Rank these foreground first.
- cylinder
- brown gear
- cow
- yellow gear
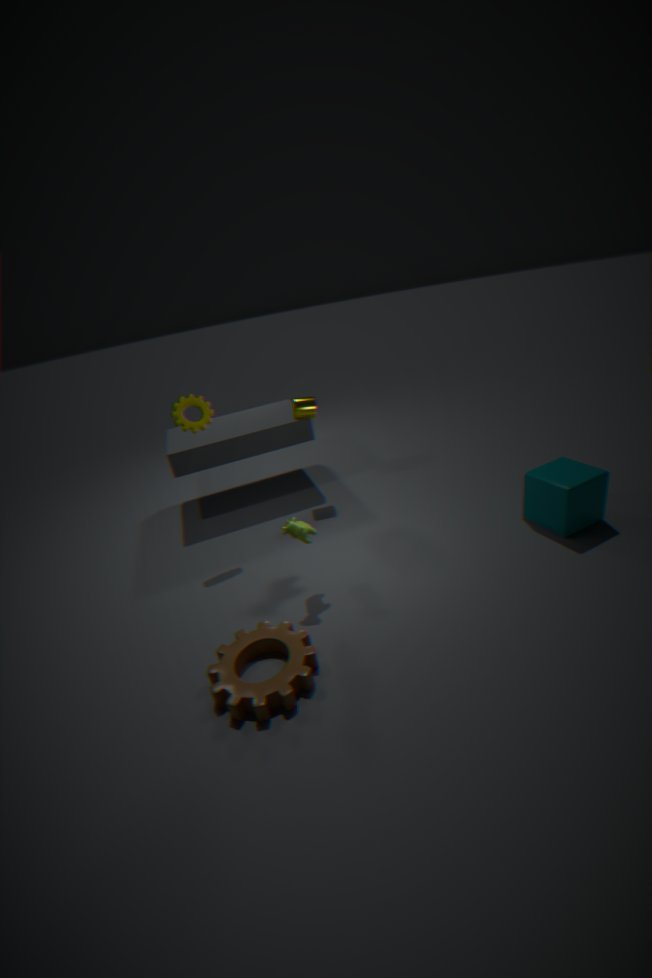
brown gear < cow < yellow gear < cylinder
